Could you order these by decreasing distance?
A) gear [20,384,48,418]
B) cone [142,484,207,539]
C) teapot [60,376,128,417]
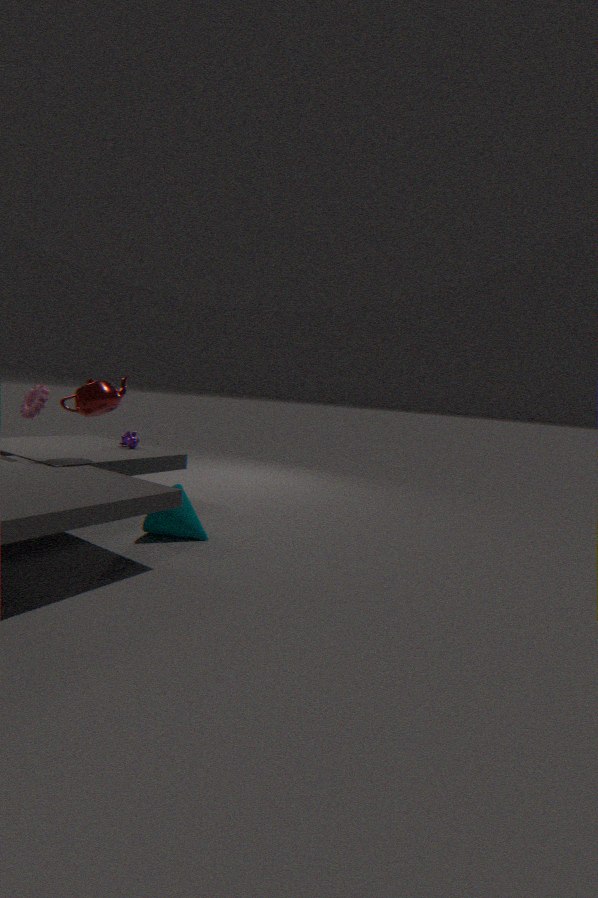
A. gear [20,384,48,418] < C. teapot [60,376,128,417] < B. cone [142,484,207,539]
